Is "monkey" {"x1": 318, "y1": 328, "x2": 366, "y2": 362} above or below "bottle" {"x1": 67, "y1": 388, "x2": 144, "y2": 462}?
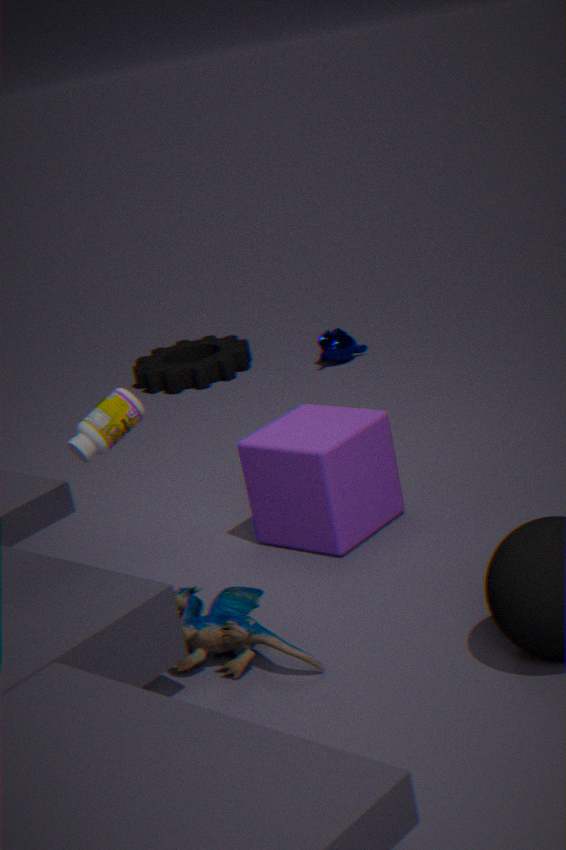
below
